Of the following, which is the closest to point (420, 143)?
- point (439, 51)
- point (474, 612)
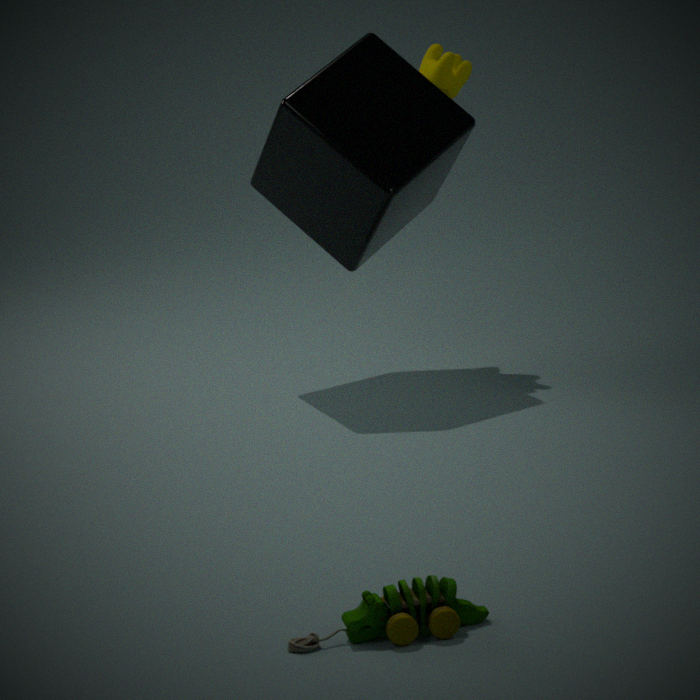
point (439, 51)
